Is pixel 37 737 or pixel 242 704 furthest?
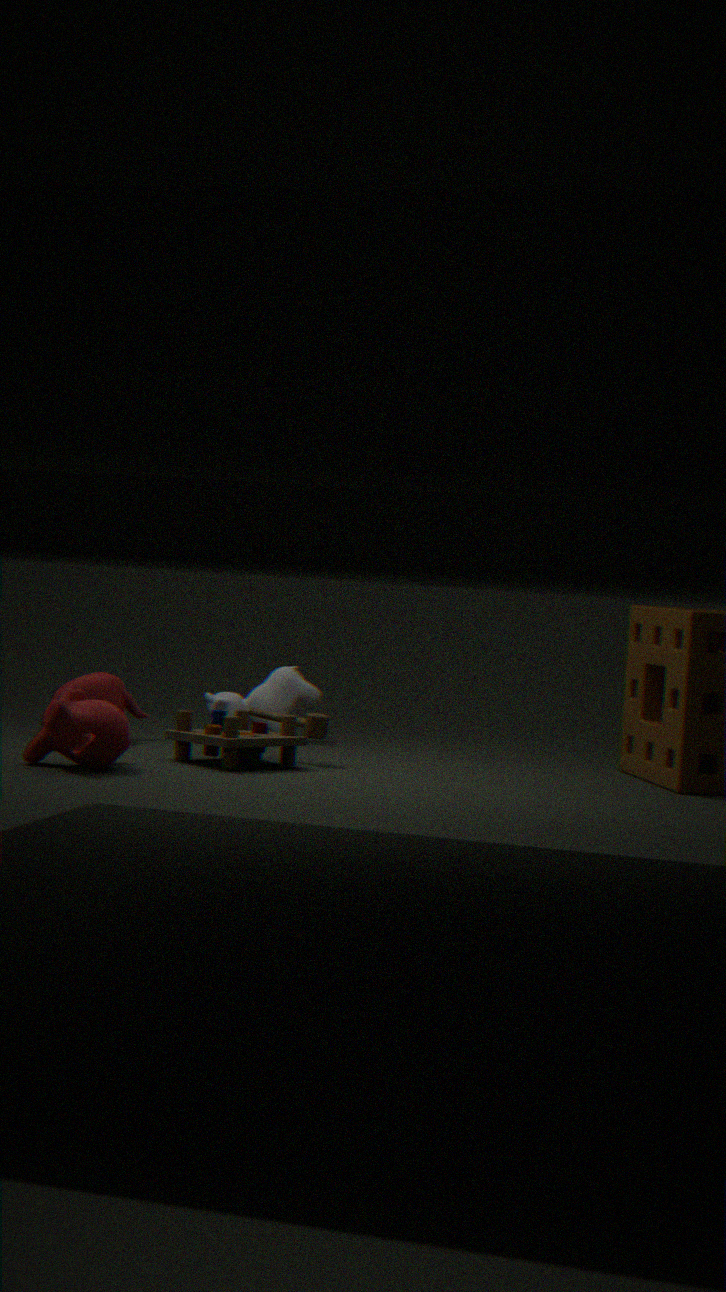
pixel 242 704
